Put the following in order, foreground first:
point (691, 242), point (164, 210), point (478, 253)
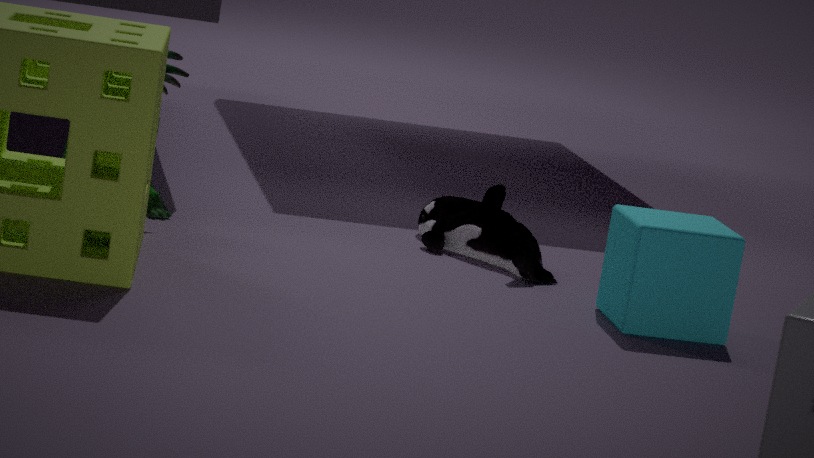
point (691, 242)
point (164, 210)
point (478, 253)
